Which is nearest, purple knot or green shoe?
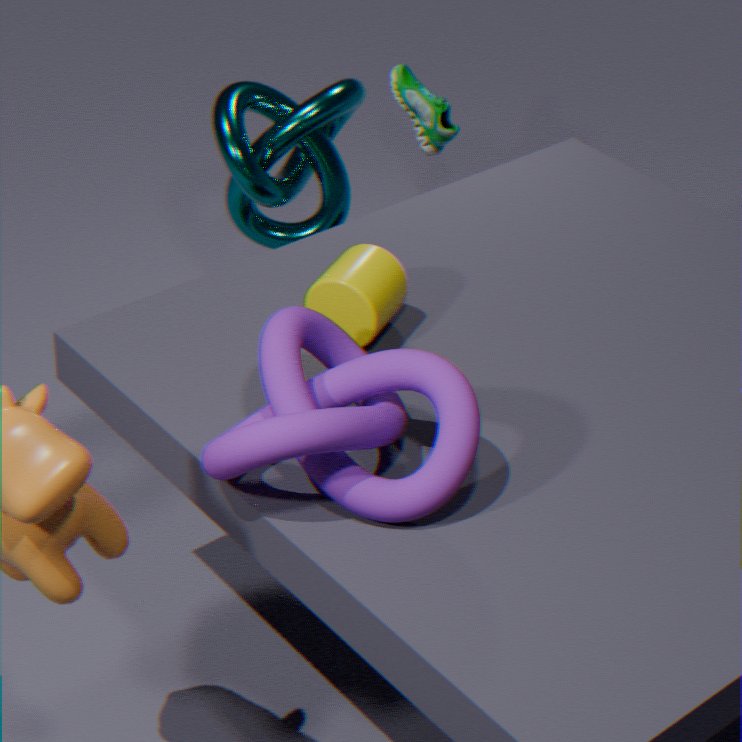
purple knot
